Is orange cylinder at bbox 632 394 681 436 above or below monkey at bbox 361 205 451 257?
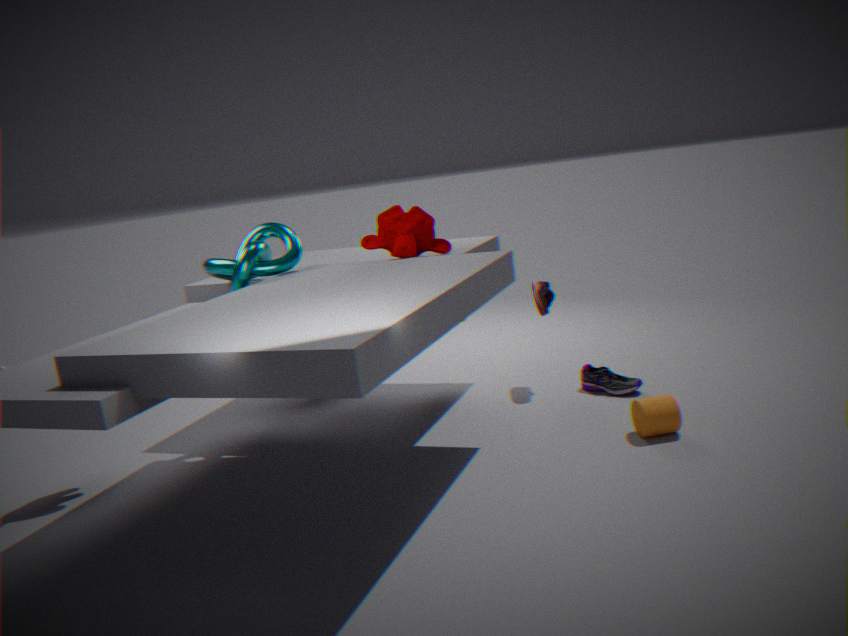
below
